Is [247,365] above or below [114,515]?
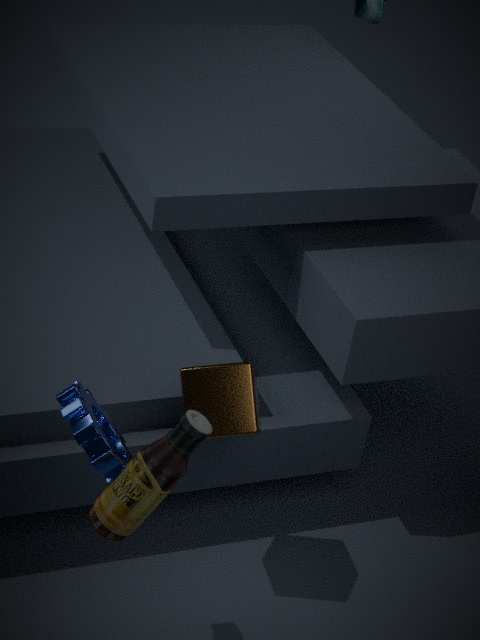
below
